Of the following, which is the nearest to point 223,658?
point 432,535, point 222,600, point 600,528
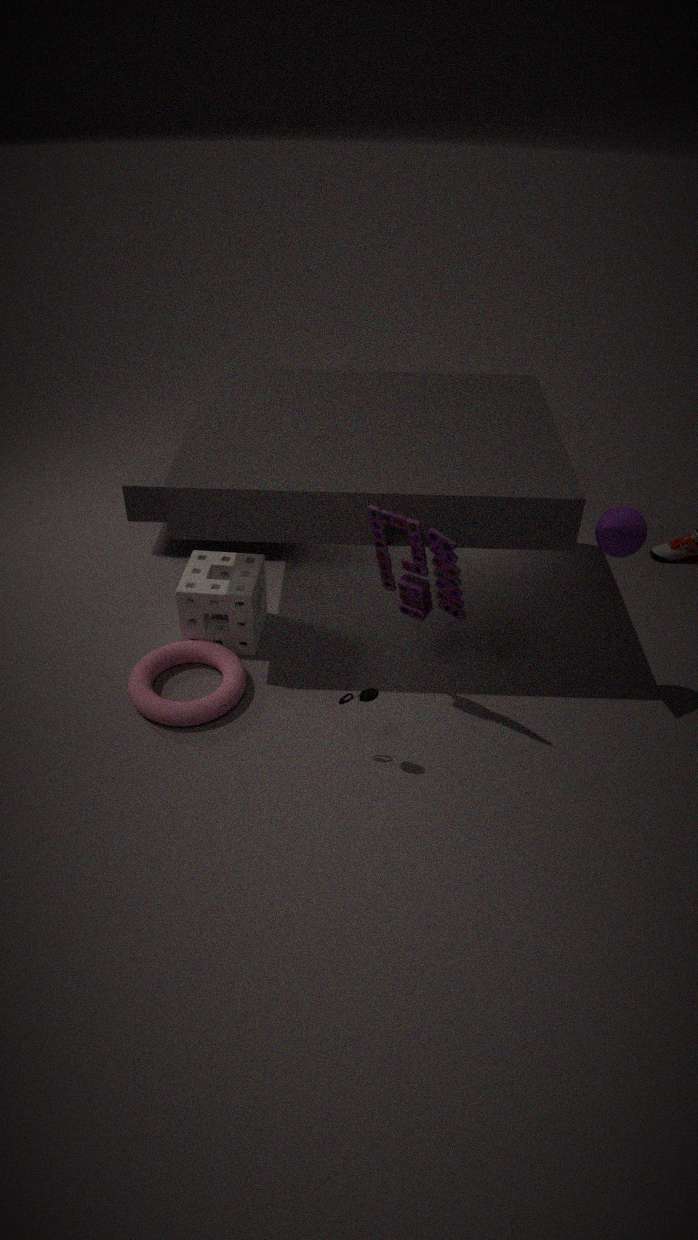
point 222,600
